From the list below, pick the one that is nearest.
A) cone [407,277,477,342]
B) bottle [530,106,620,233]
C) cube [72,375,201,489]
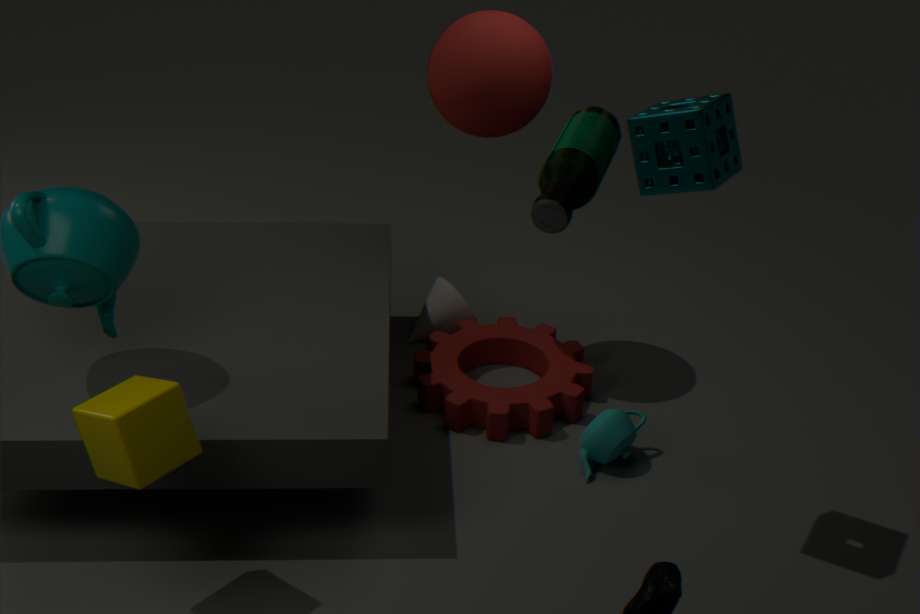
bottle [530,106,620,233]
